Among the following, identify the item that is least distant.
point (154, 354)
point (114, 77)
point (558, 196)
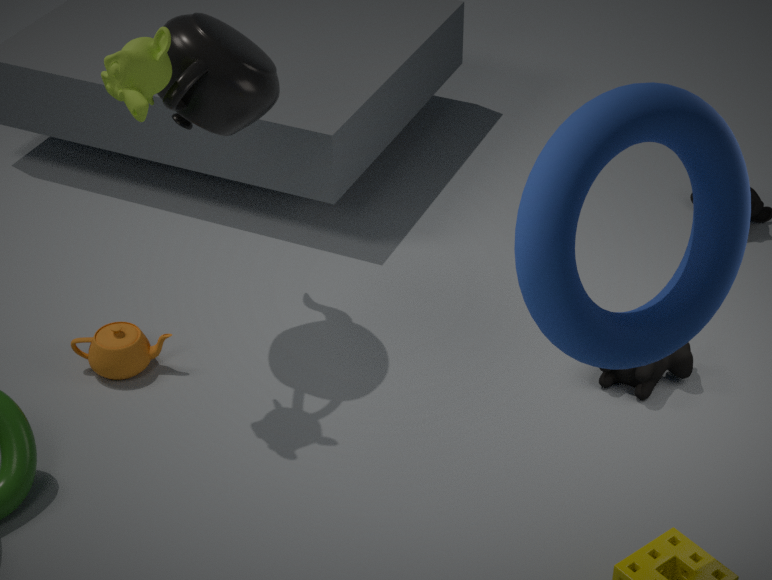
point (558, 196)
